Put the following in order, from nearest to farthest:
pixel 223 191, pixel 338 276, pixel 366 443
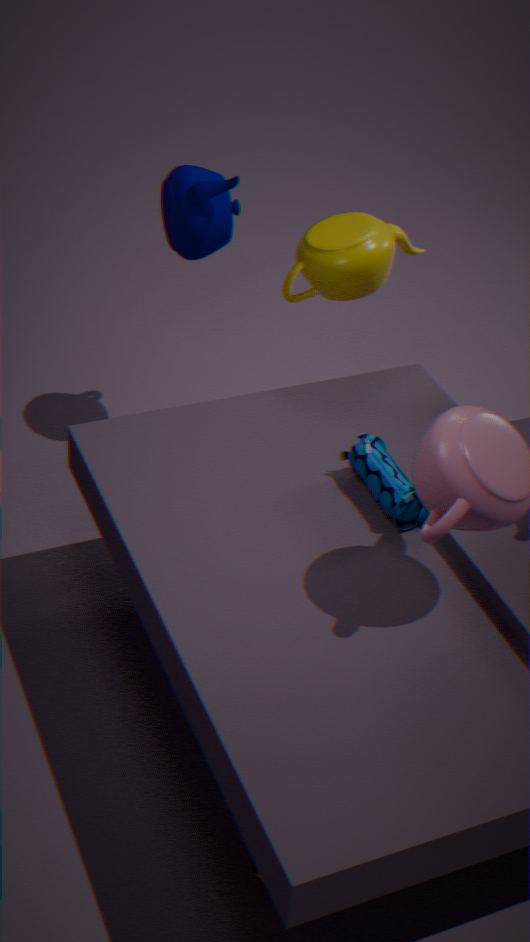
pixel 366 443 < pixel 338 276 < pixel 223 191
